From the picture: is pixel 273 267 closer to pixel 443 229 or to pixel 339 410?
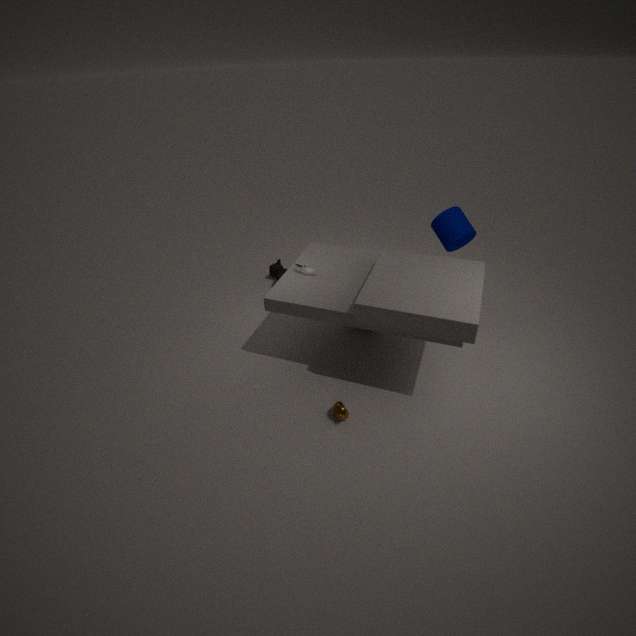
pixel 443 229
